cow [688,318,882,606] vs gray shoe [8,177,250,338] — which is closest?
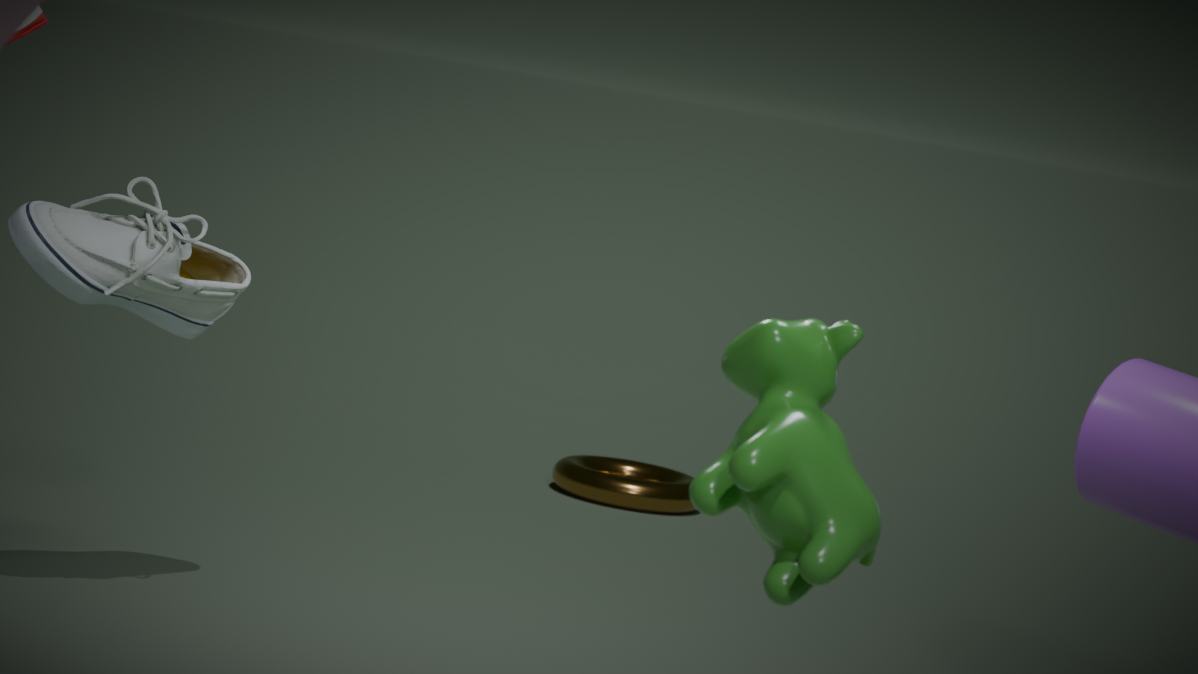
cow [688,318,882,606]
